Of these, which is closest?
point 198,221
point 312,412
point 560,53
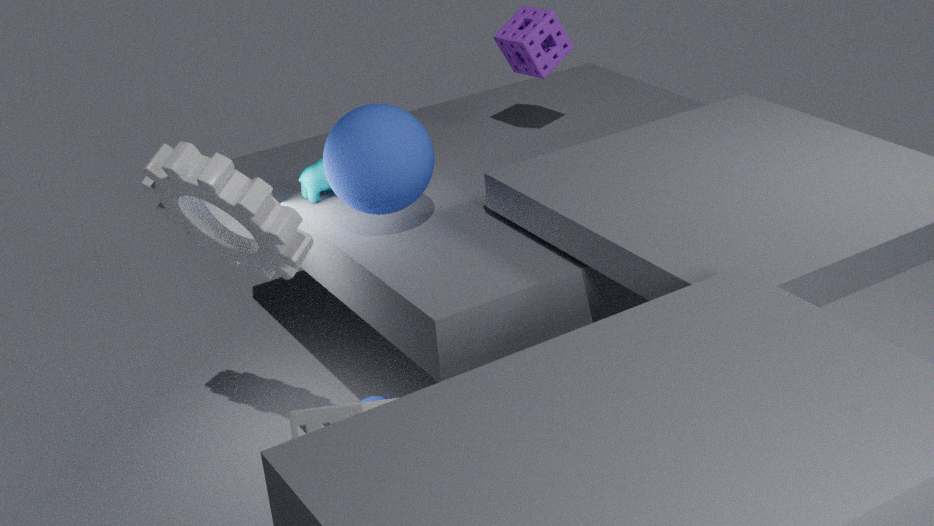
point 312,412
